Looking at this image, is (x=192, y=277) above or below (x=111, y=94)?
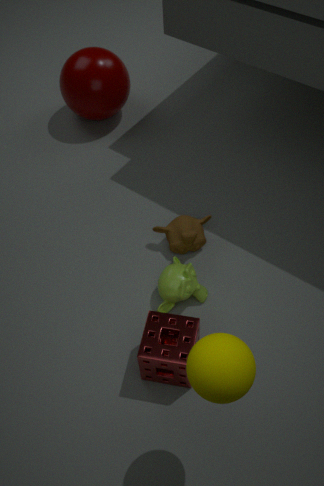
below
